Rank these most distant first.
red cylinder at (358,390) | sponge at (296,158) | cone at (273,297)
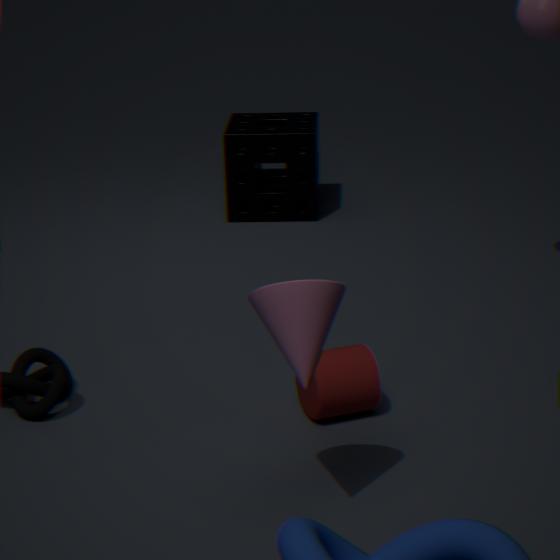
1. sponge at (296,158)
2. red cylinder at (358,390)
3. cone at (273,297)
